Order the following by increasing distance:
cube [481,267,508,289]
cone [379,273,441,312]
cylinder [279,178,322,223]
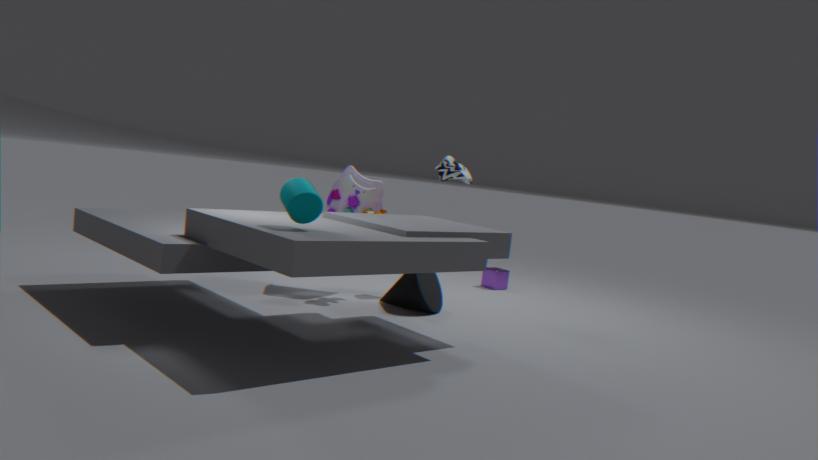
cylinder [279,178,322,223] → cone [379,273,441,312] → cube [481,267,508,289]
